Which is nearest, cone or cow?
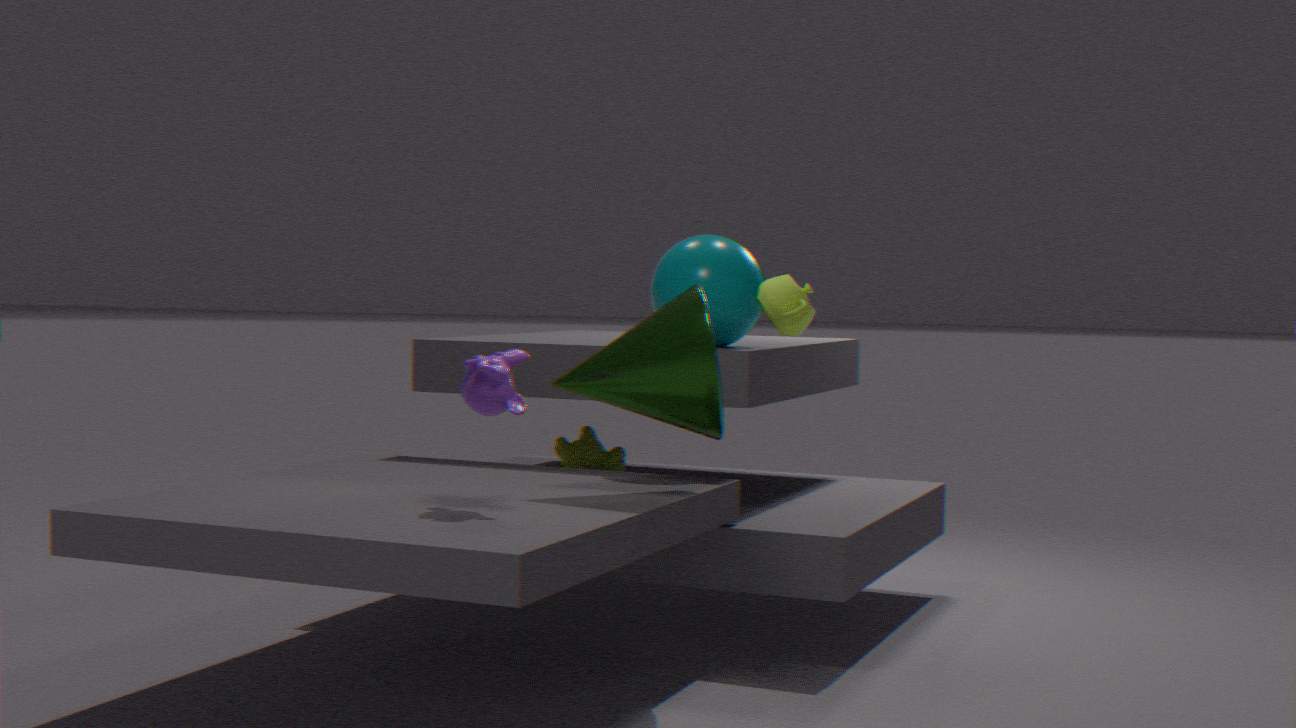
cone
